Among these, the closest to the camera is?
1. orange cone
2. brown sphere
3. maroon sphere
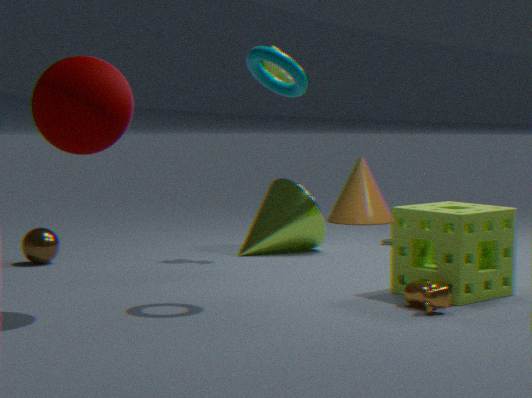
maroon sphere
